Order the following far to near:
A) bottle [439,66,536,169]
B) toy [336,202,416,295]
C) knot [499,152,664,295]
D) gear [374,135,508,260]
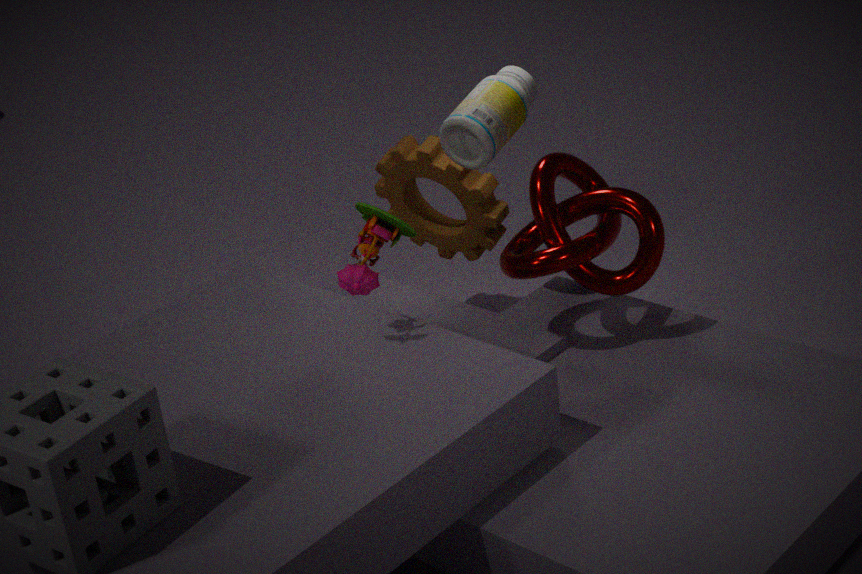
gear [374,135,508,260] → bottle [439,66,536,169] → knot [499,152,664,295] → toy [336,202,416,295]
